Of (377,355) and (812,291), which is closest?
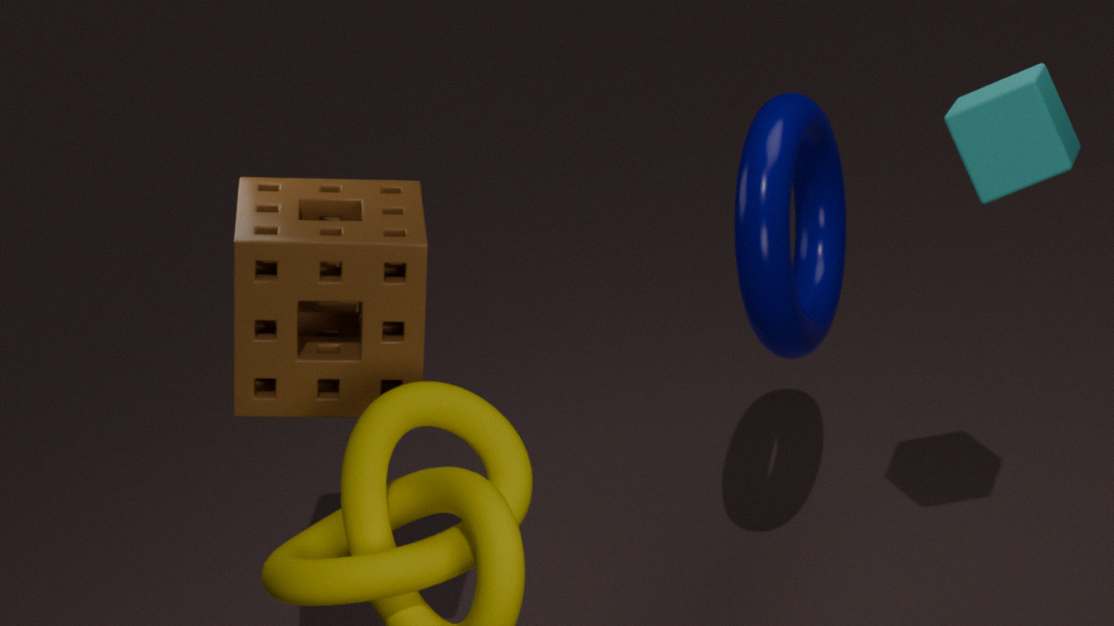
(377,355)
